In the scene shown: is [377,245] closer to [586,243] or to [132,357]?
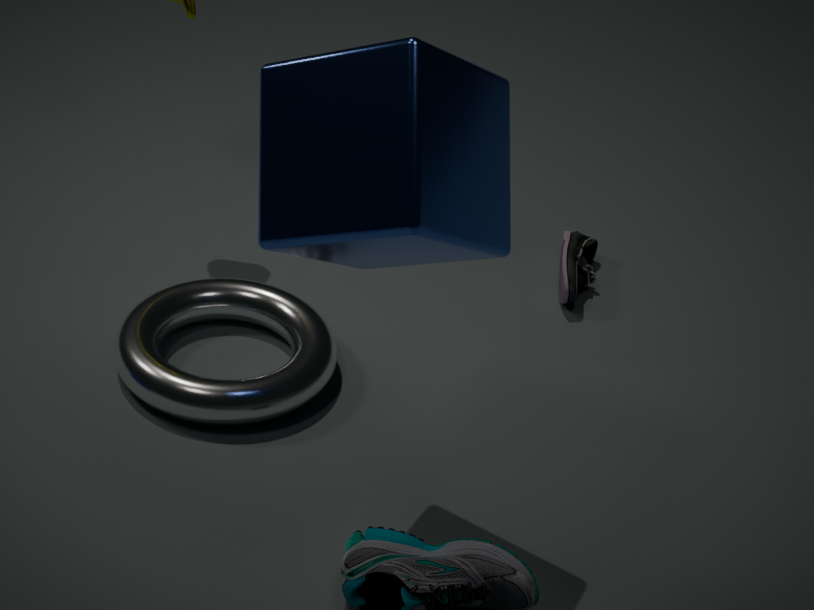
[132,357]
